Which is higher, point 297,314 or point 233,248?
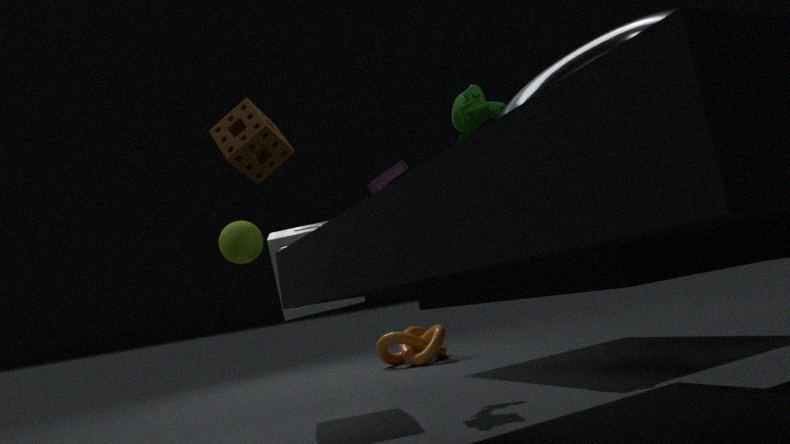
point 233,248
